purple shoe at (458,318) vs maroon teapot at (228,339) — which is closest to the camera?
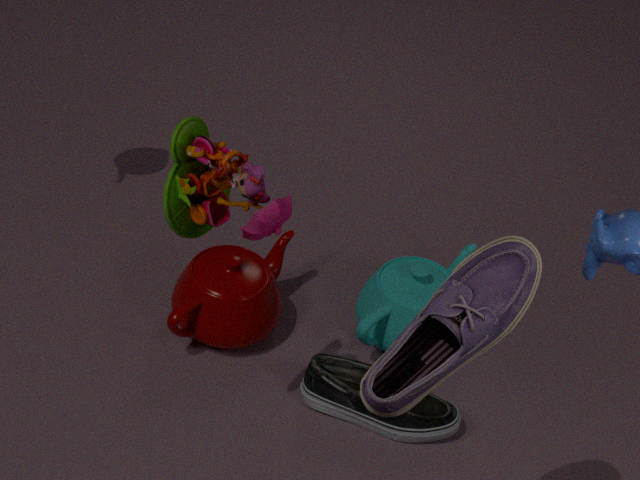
purple shoe at (458,318)
